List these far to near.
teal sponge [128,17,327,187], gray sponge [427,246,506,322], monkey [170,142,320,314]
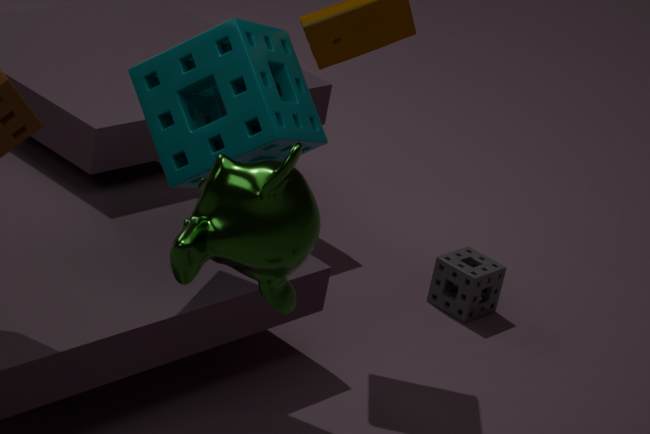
1. gray sponge [427,246,506,322]
2. teal sponge [128,17,327,187]
3. monkey [170,142,320,314]
